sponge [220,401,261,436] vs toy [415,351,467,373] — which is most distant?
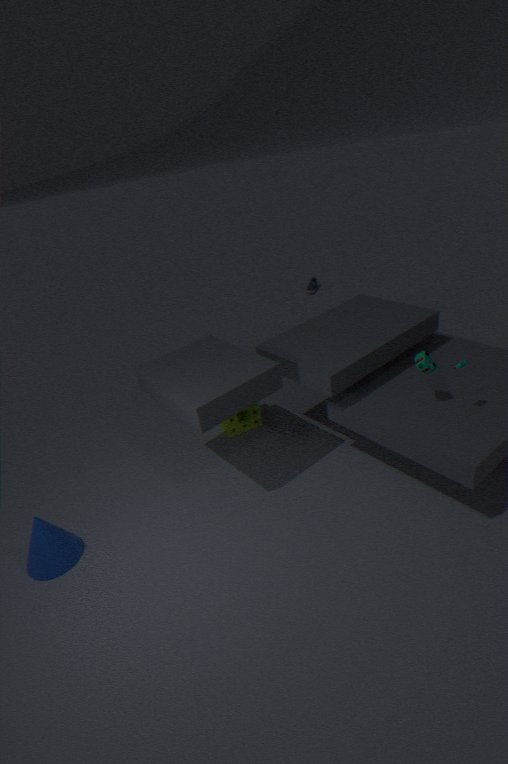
sponge [220,401,261,436]
